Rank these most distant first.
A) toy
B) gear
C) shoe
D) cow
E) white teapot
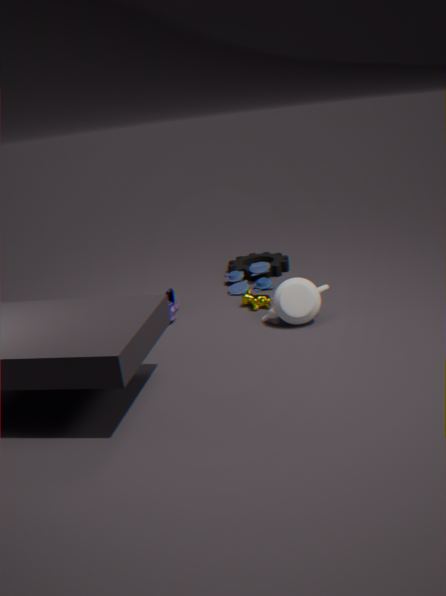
gear → toy → shoe → cow → white teapot
